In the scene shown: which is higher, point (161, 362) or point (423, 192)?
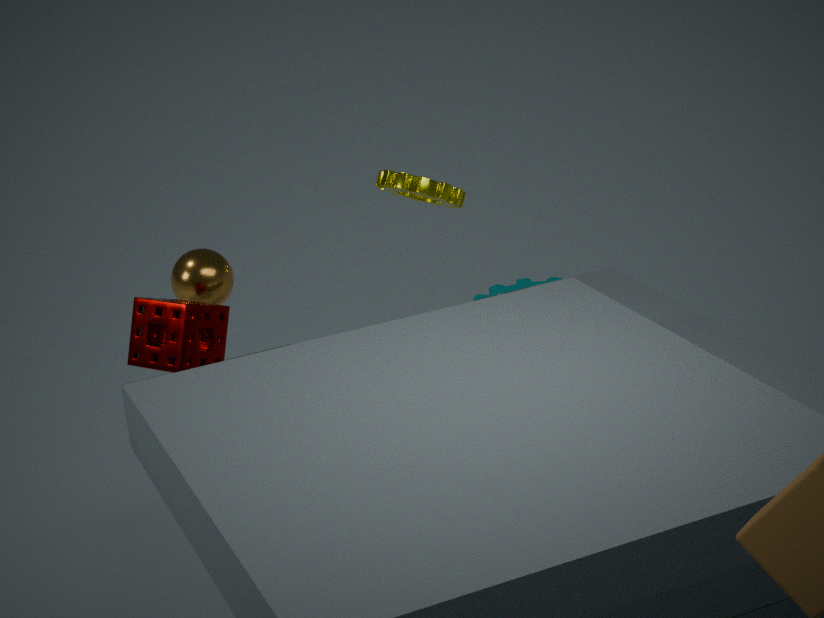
point (423, 192)
